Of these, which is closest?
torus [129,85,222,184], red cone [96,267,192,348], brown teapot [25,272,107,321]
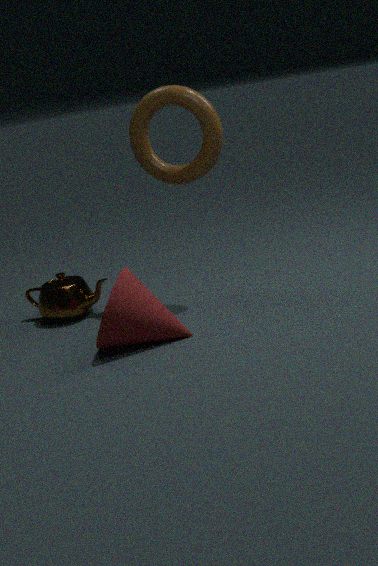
red cone [96,267,192,348]
